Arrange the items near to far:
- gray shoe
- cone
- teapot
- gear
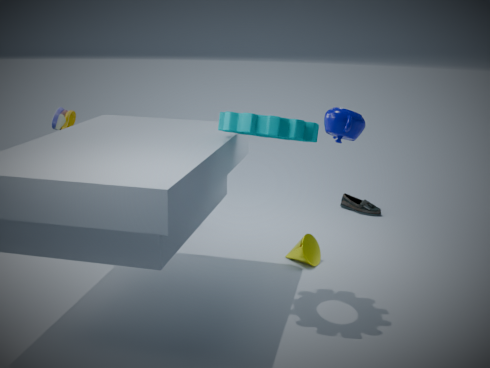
1. teapot
2. gear
3. cone
4. gray shoe
